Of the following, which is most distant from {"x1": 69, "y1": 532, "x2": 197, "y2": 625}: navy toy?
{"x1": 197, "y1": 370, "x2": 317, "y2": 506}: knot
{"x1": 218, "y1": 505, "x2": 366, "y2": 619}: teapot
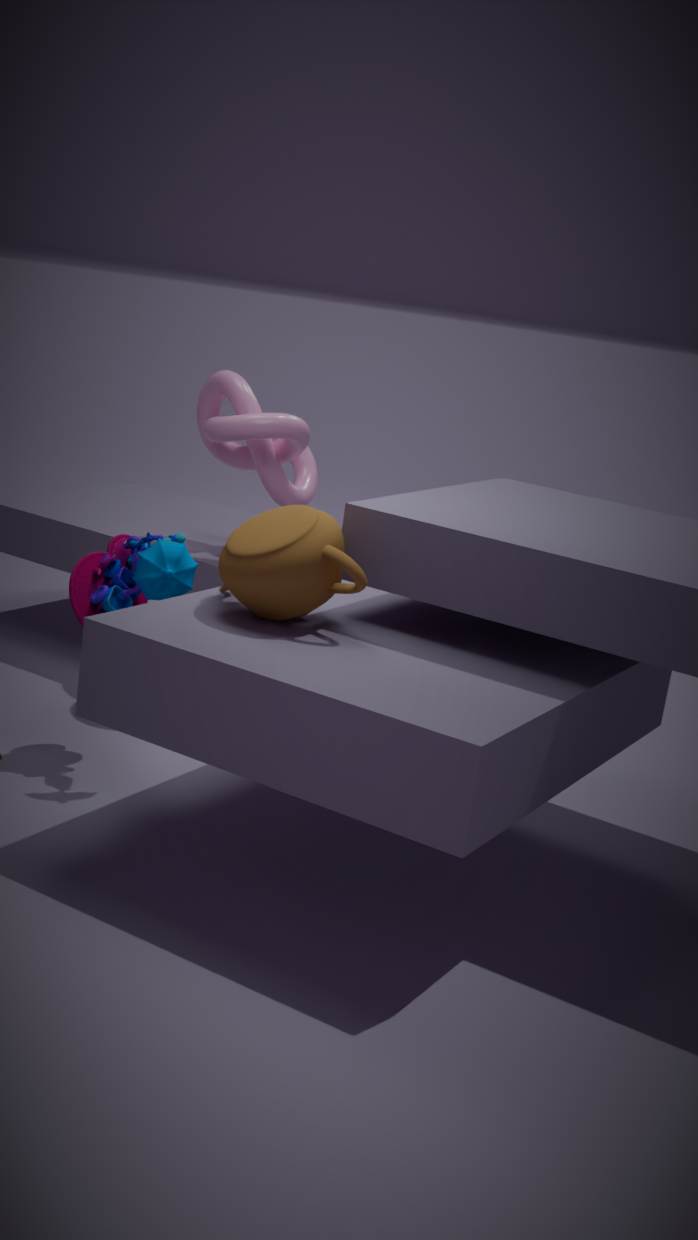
{"x1": 197, "y1": 370, "x2": 317, "y2": 506}: knot
